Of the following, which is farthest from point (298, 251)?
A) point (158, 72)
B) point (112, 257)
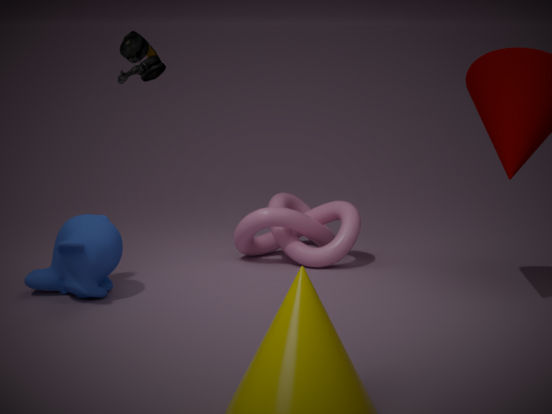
point (158, 72)
